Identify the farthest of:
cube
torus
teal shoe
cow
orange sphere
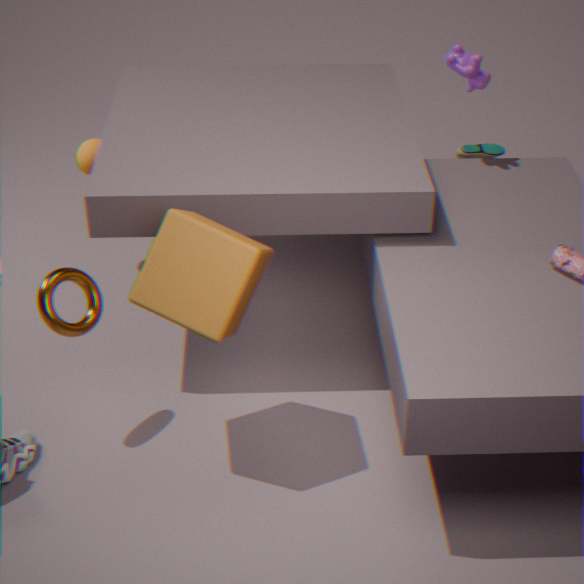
teal shoe
